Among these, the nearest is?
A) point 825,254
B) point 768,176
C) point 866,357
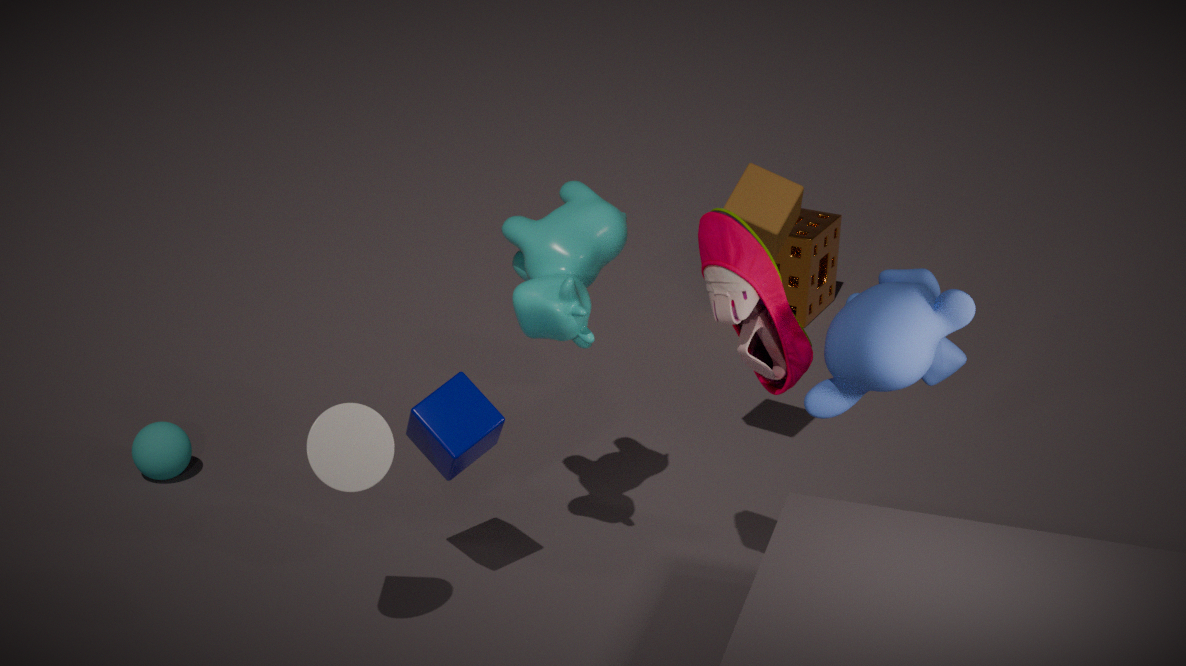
point 866,357
